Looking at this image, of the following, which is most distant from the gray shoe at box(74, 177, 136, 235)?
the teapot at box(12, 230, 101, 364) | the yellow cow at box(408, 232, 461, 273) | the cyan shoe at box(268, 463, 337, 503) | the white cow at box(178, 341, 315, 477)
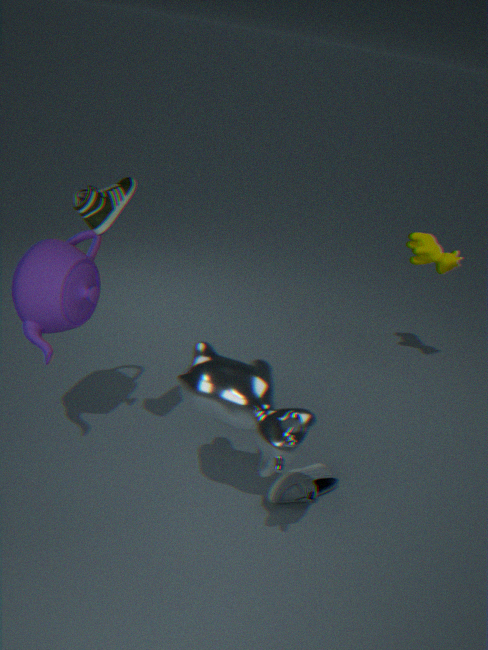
the yellow cow at box(408, 232, 461, 273)
